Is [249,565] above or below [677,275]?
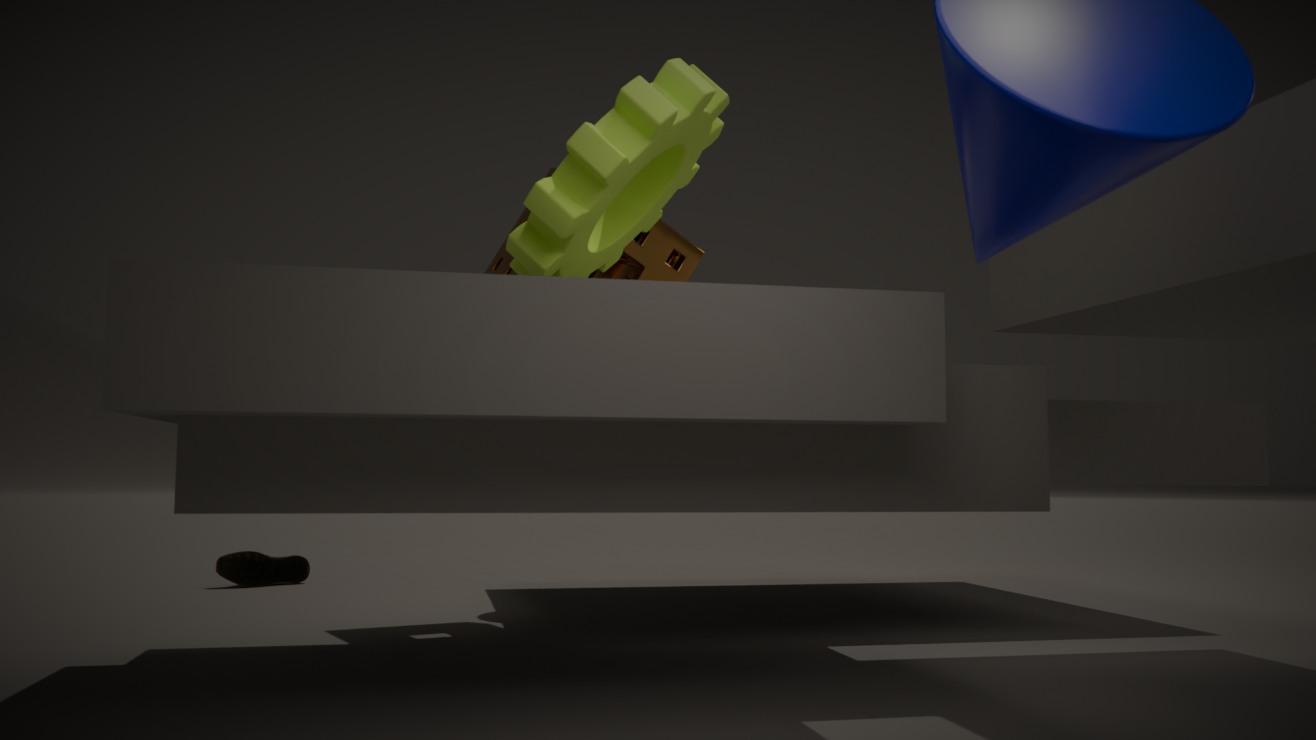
below
